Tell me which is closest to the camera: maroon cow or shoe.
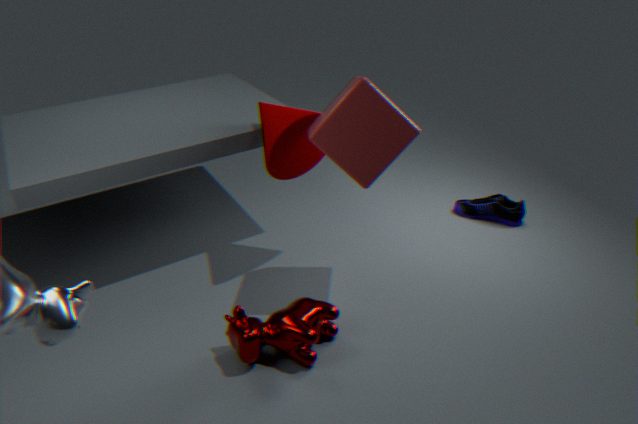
maroon cow
